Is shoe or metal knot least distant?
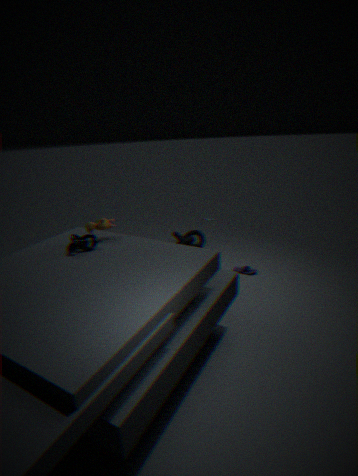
metal knot
